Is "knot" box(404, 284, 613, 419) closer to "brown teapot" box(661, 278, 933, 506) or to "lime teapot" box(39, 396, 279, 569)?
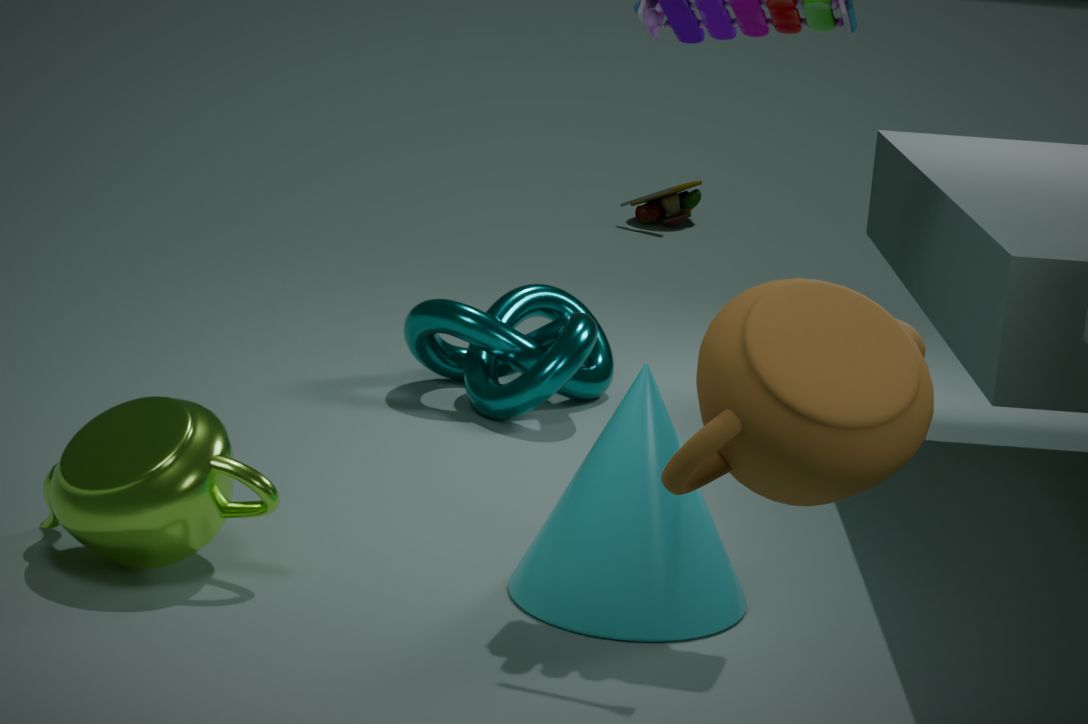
"lime teapot" box(39, 396, 279, 569)
